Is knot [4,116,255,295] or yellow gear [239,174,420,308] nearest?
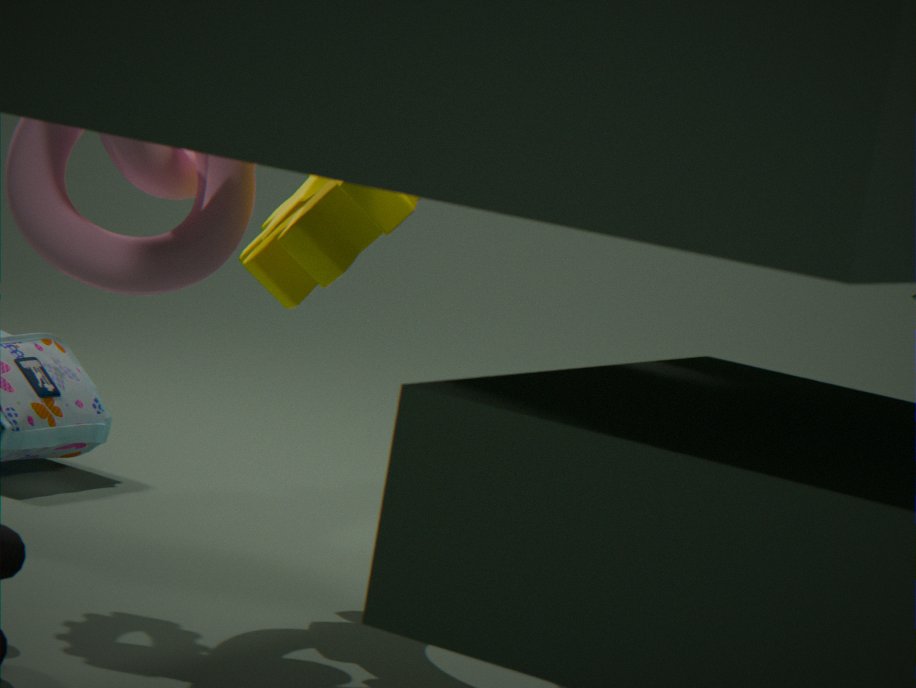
knot [4,116,255,295]
